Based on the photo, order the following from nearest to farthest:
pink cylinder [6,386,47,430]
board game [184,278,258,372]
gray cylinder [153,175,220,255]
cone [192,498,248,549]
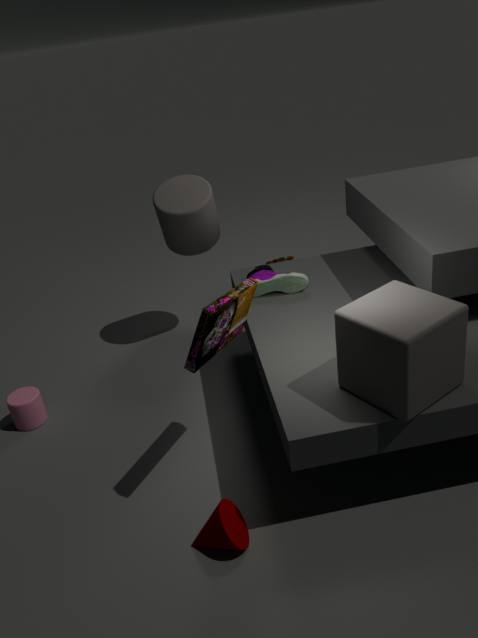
board game [184,278,258,372] < cone [192,498,248,549] < pink cylinder [6,386,47,430] < gray cylinder [153,175,220,255]
